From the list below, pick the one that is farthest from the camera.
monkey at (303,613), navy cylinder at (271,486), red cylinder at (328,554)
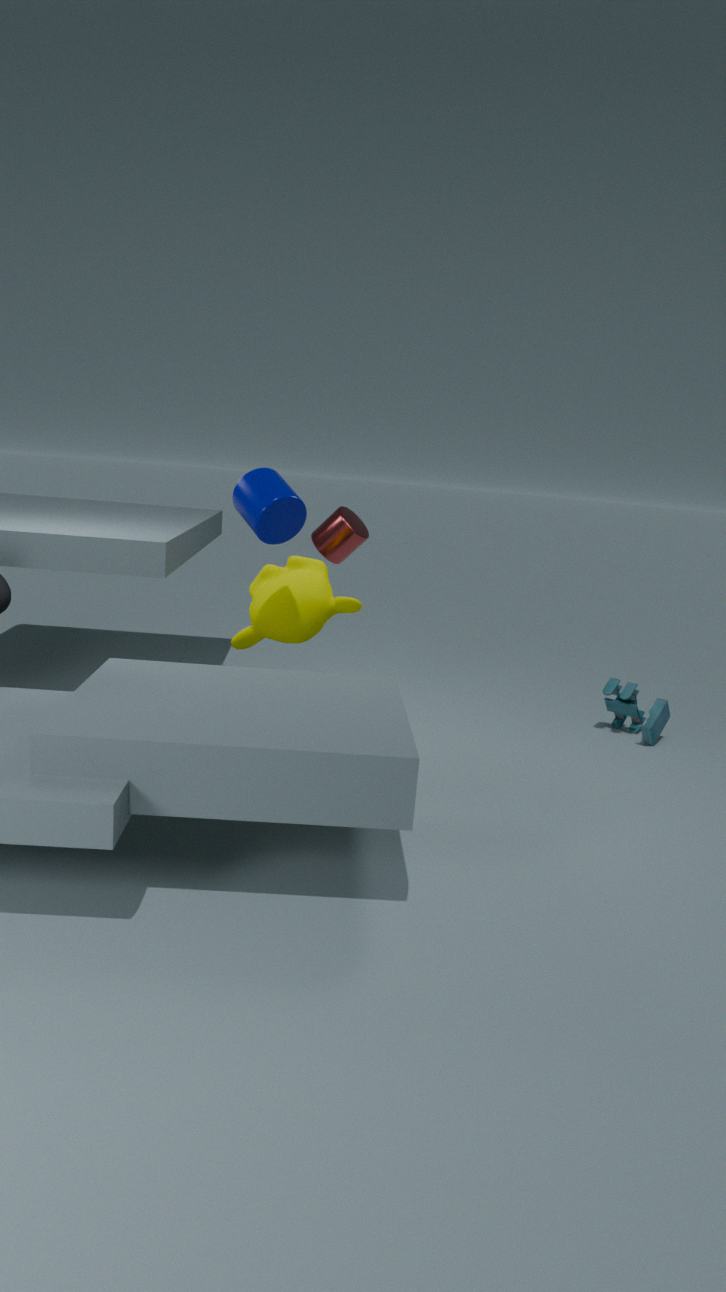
red cylinder at (328,554)
